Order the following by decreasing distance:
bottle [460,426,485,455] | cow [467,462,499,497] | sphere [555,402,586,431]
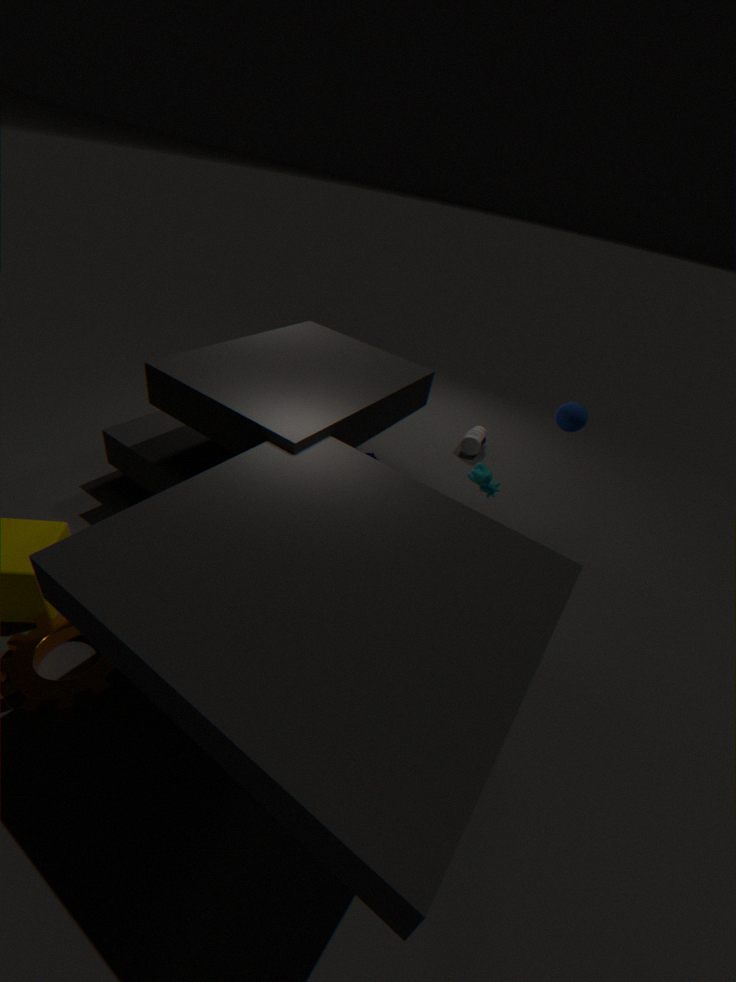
bottle [460,426,485,455] → sphere [555,402,586,431] → cow [467,462,499,497]
